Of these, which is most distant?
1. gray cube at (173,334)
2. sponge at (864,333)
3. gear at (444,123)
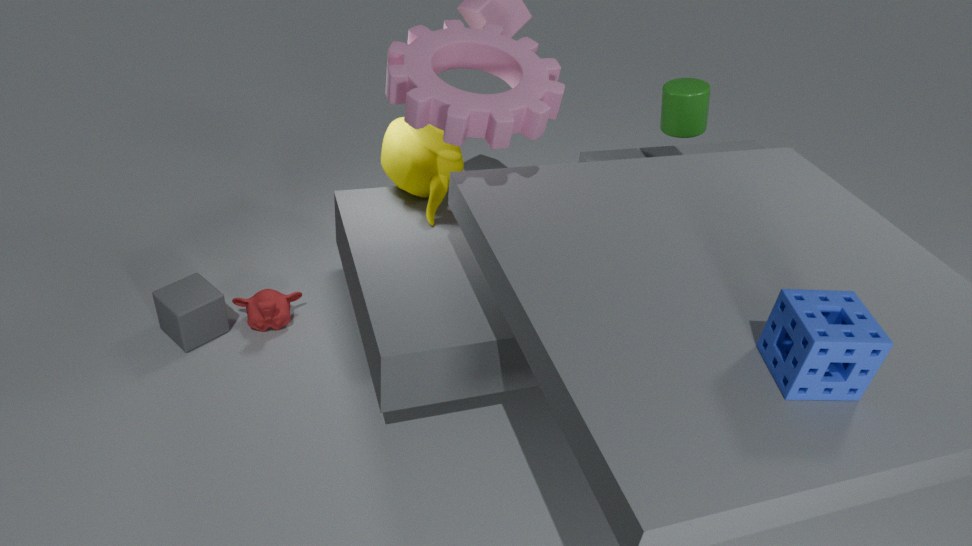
gray cube at (173,334)
